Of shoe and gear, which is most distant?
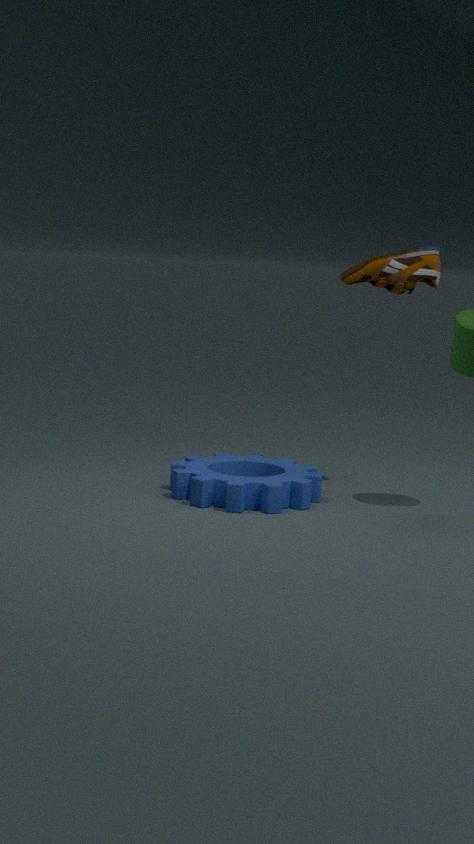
shoe
